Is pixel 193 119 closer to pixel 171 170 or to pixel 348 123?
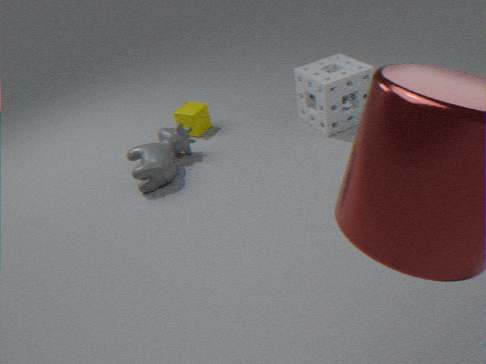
pixel 171 170
